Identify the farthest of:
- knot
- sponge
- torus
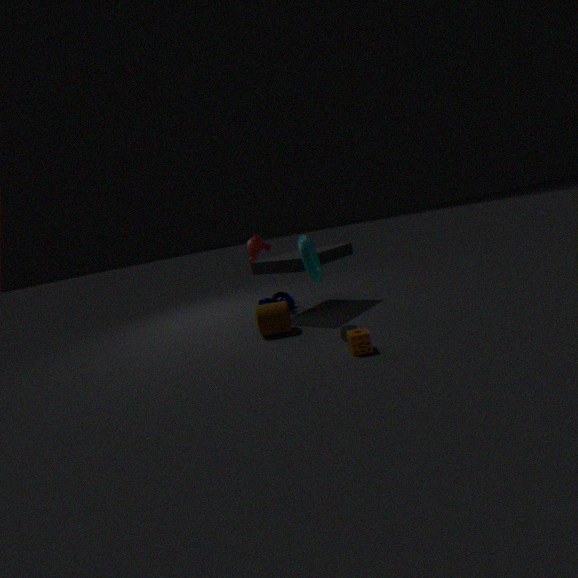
knot
